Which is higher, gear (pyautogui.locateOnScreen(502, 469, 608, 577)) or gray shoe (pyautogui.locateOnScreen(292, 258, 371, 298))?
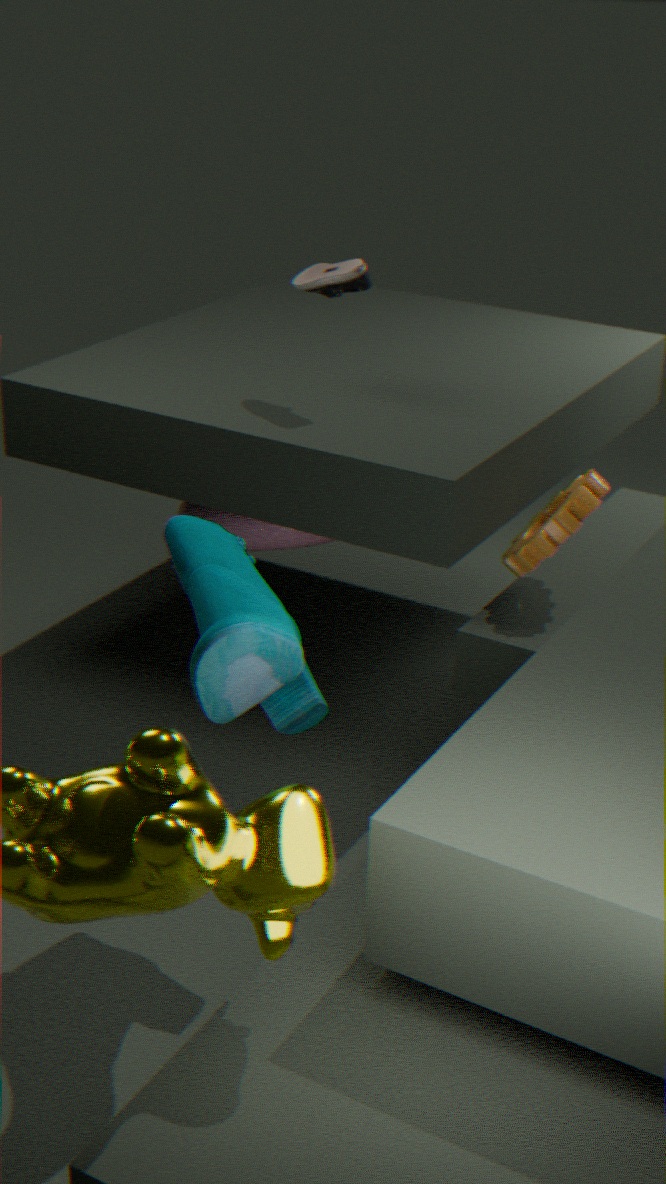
gray shoe (pyautogui.locateOnScreen(292, 258, 371, 298))
